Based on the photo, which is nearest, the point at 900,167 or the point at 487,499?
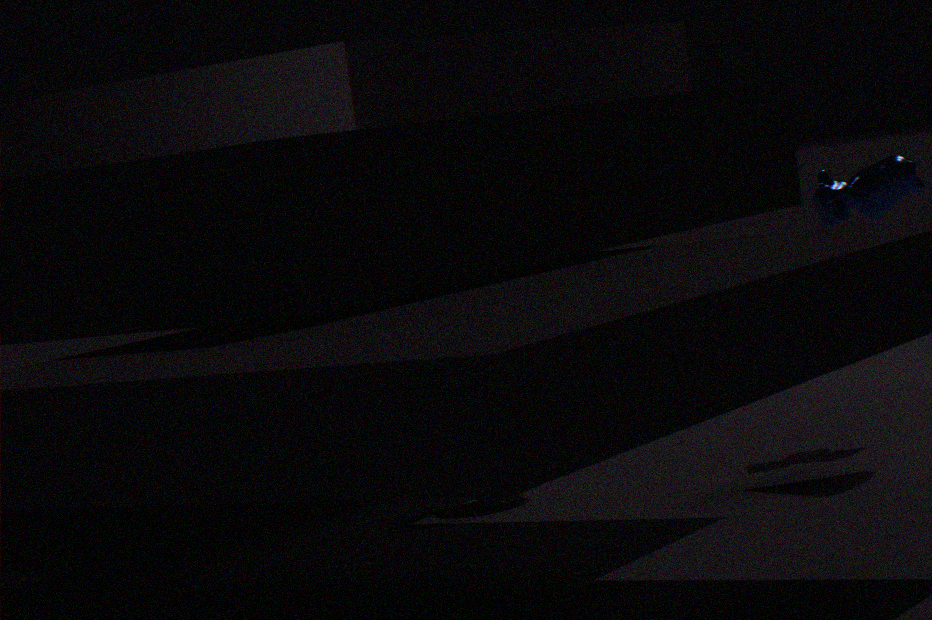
the point at 487,499
